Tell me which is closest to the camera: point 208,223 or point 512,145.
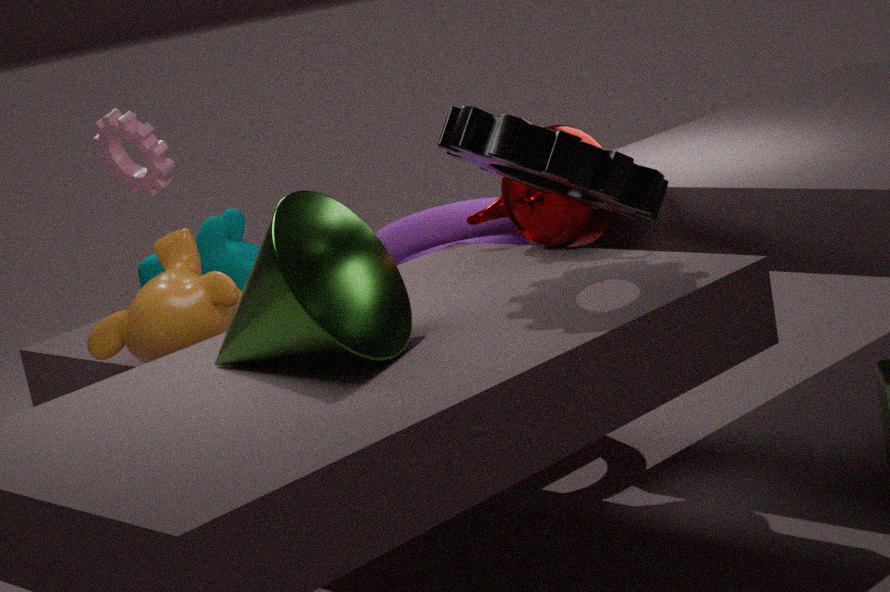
point 512,145
